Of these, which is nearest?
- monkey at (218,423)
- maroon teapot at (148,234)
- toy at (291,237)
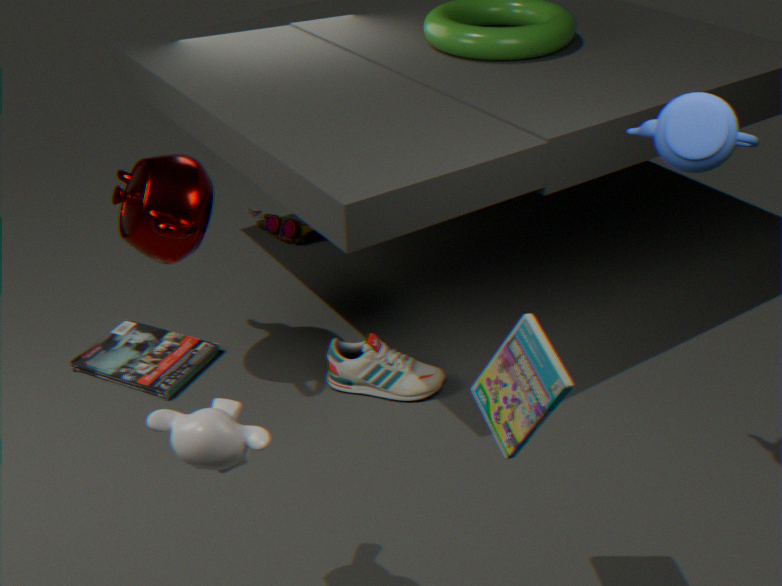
monkey at (218,423)
